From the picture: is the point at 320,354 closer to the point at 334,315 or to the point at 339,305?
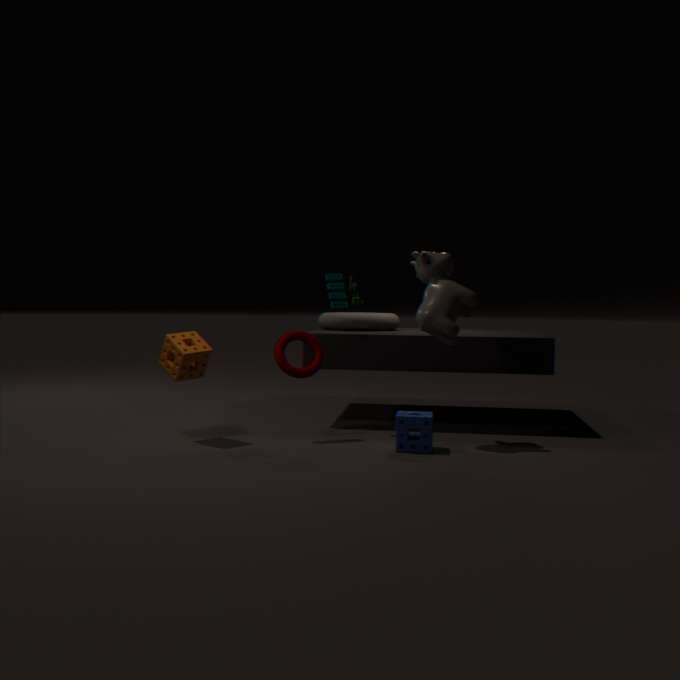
the point at 339,305
